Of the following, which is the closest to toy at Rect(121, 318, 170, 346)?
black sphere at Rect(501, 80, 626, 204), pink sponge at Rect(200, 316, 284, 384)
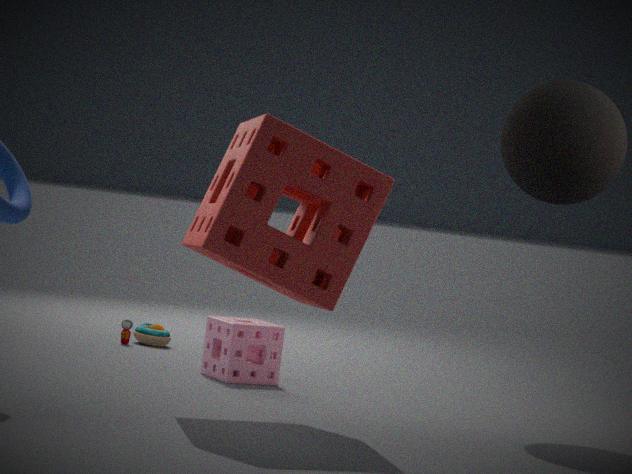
pink sponge at Rect(200, 316, 284, 384)
